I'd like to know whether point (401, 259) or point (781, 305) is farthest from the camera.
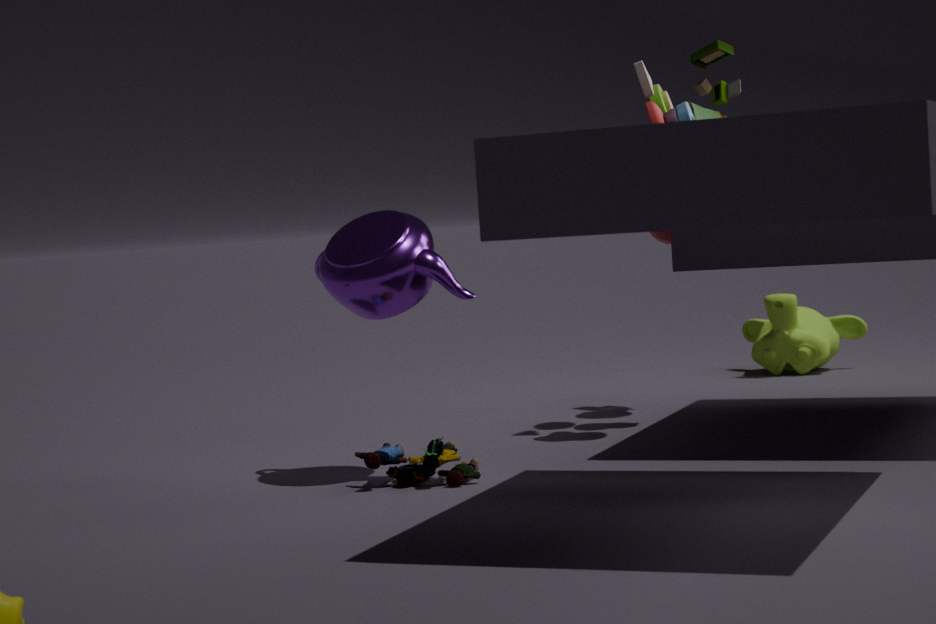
point (781, 305)
